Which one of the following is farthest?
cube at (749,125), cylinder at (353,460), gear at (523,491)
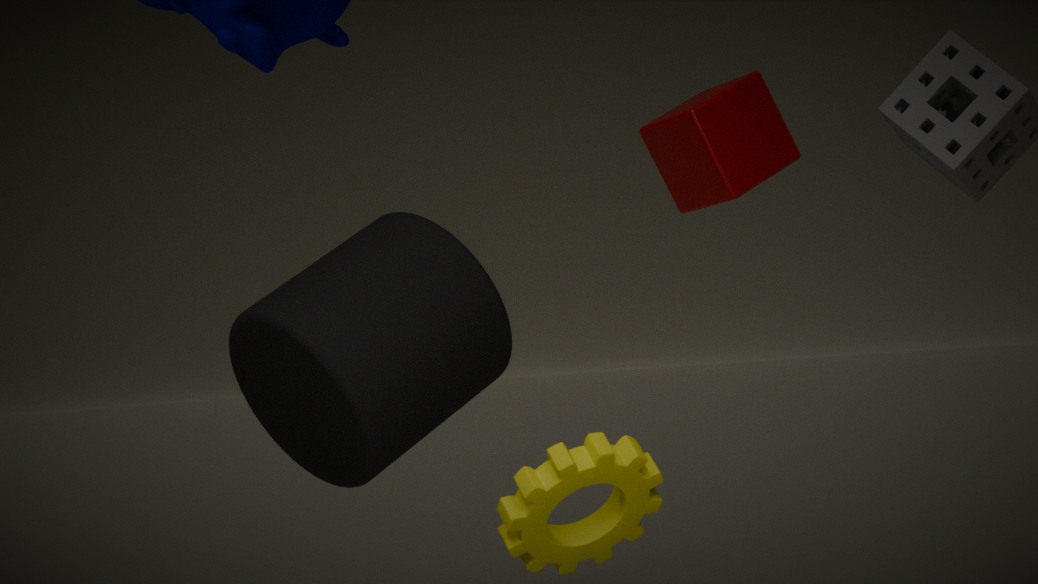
cube at (749,125)
